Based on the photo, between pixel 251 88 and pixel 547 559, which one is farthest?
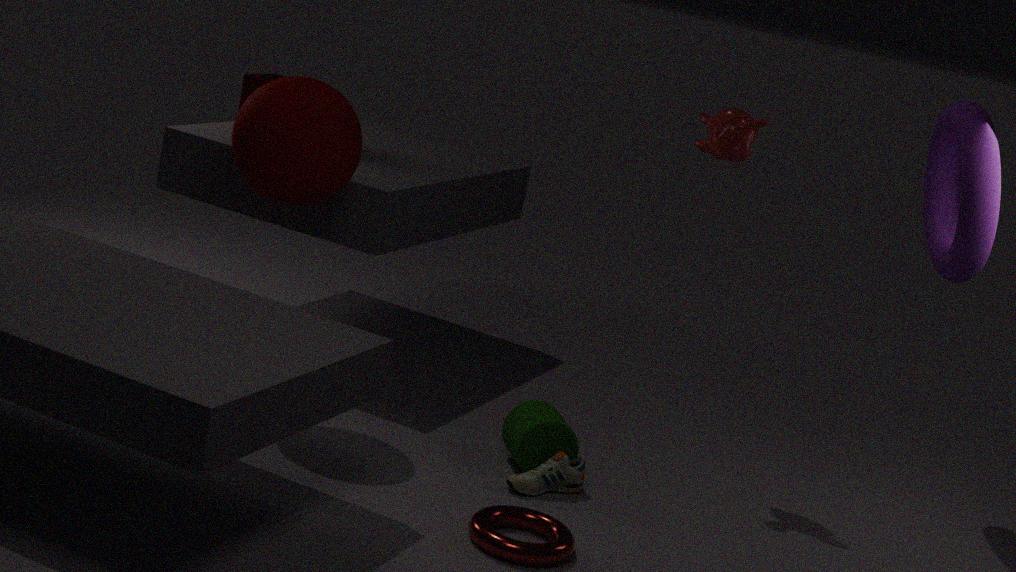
pixel 251 88
